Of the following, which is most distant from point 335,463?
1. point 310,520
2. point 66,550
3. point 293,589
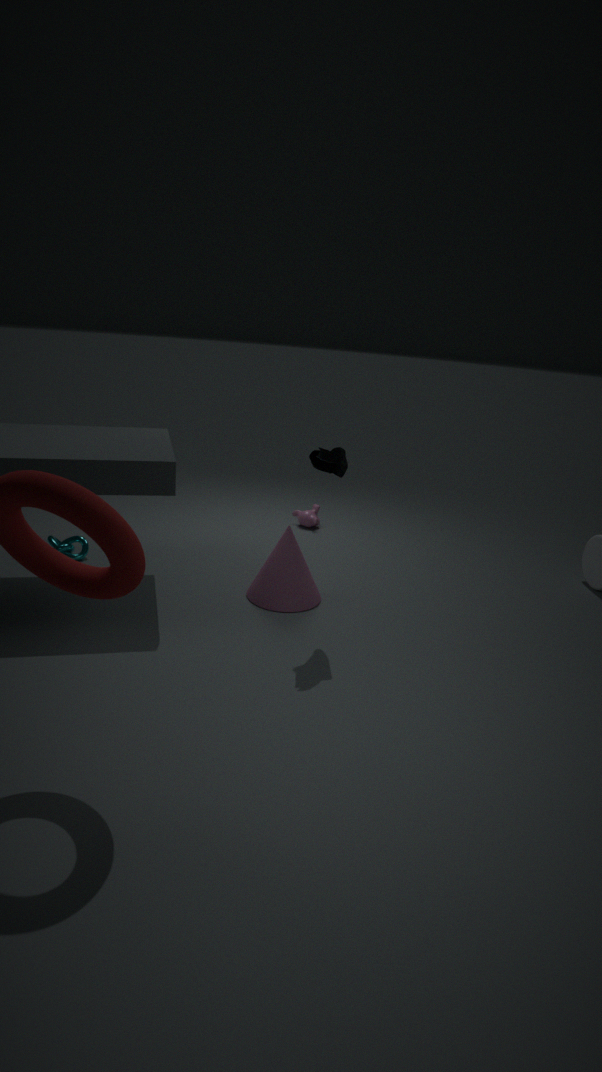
point 66,550
